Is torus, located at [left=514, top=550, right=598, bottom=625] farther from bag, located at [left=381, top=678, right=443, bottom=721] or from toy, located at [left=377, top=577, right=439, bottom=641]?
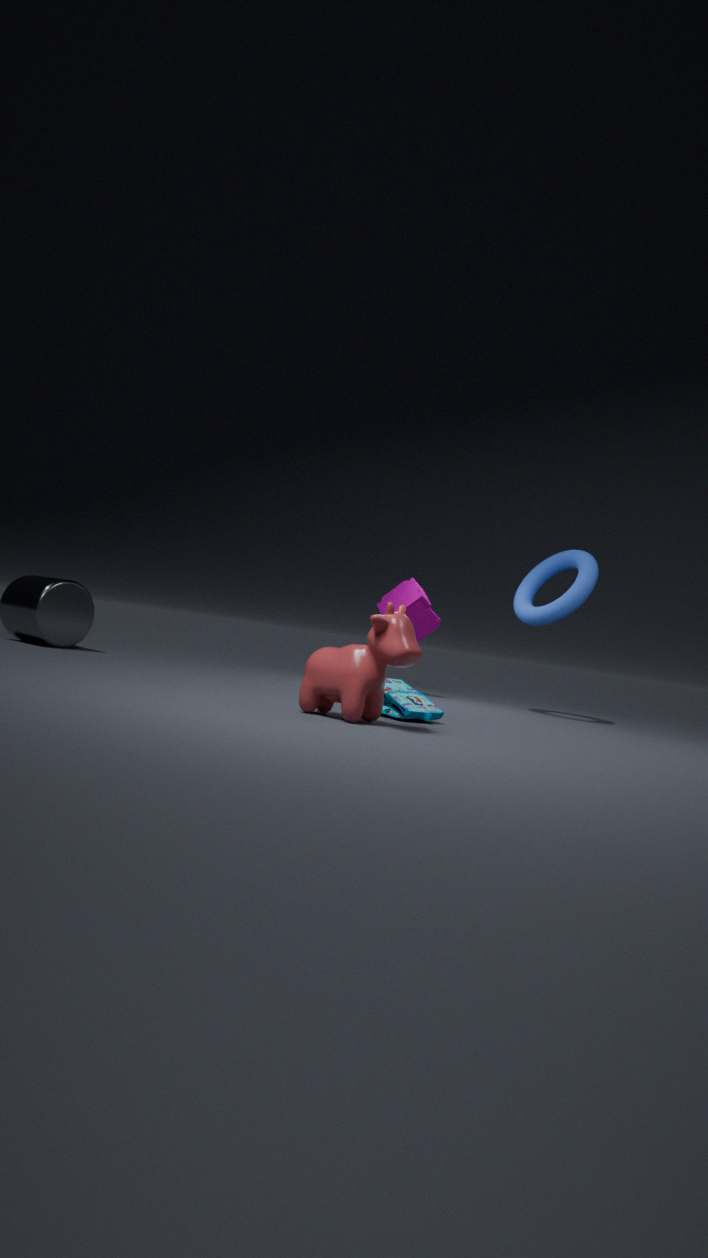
bag, located at [left=381, top=678, right=443, bottom=721]
